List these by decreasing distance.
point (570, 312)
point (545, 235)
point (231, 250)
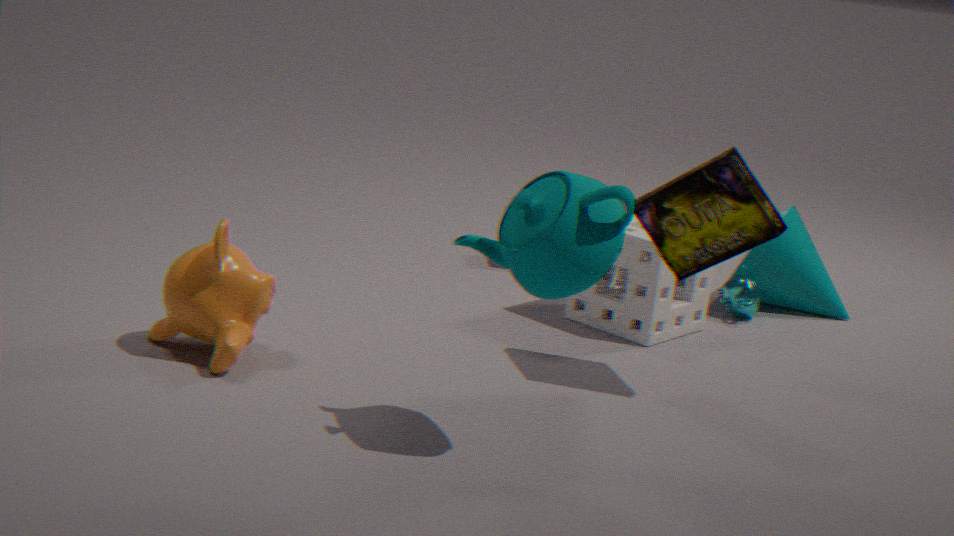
1. point (570, 312)
2. point (231, 250)
3. point (545, 235)
